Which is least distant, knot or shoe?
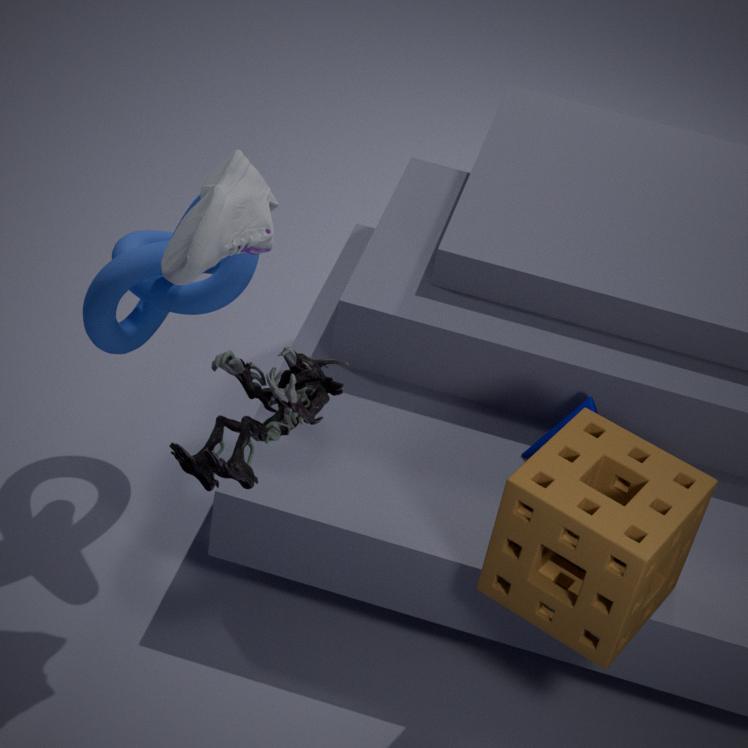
shoe
